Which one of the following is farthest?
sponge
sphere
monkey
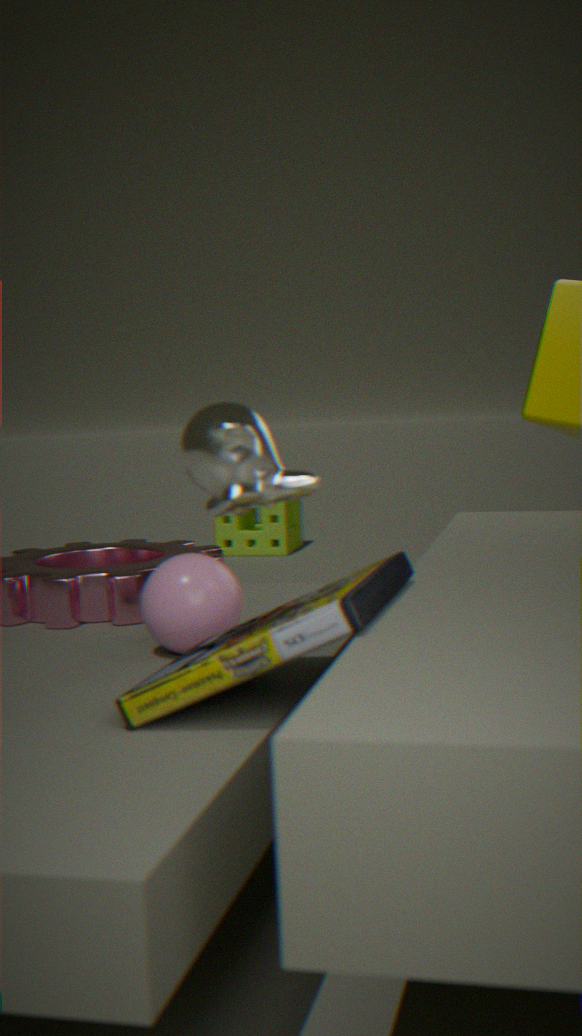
sponge
